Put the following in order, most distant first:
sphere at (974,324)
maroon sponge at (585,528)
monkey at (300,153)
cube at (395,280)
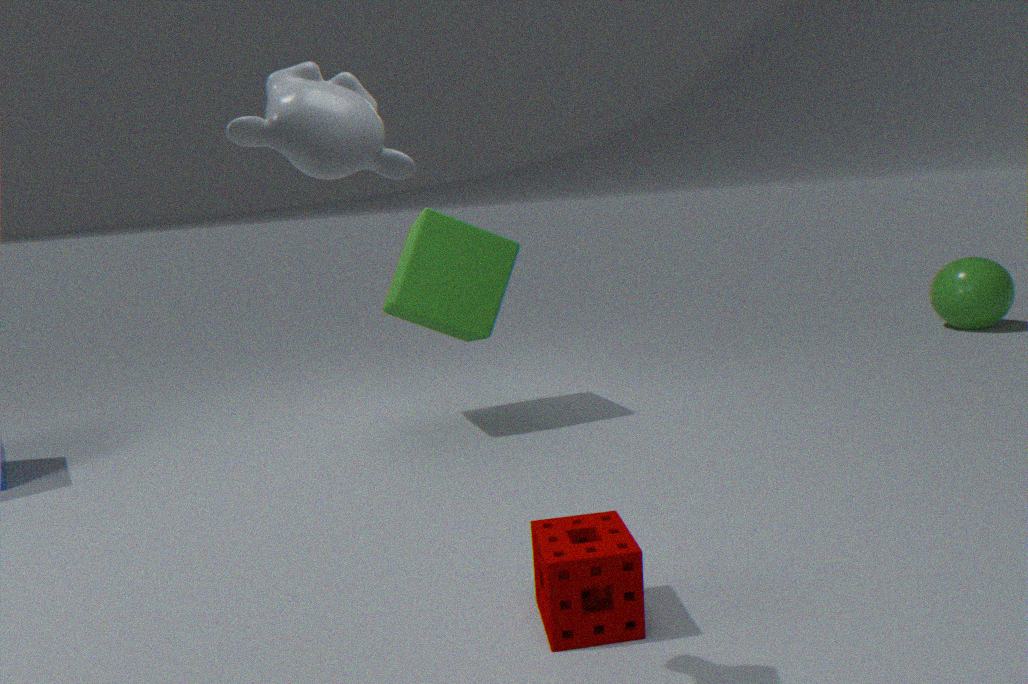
sphere at (974,324) < cube at (395,280) < maroon sponge at (585,528) < monkey at (300,153)
